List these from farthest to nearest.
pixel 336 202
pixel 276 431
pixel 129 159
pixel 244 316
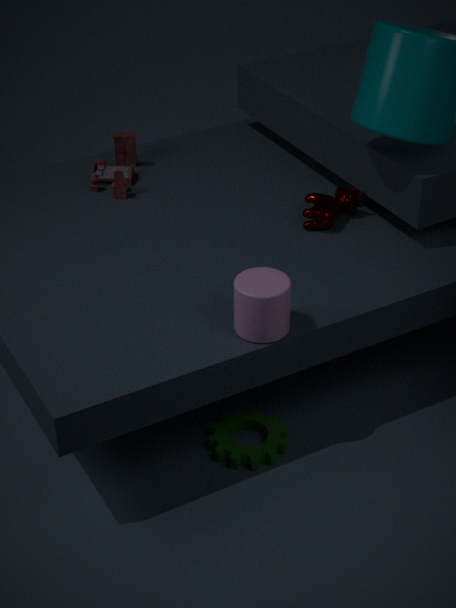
1. pixel 129 159
2. pixel 336 202
3. pixel 276 431
4. pixel 244 316
